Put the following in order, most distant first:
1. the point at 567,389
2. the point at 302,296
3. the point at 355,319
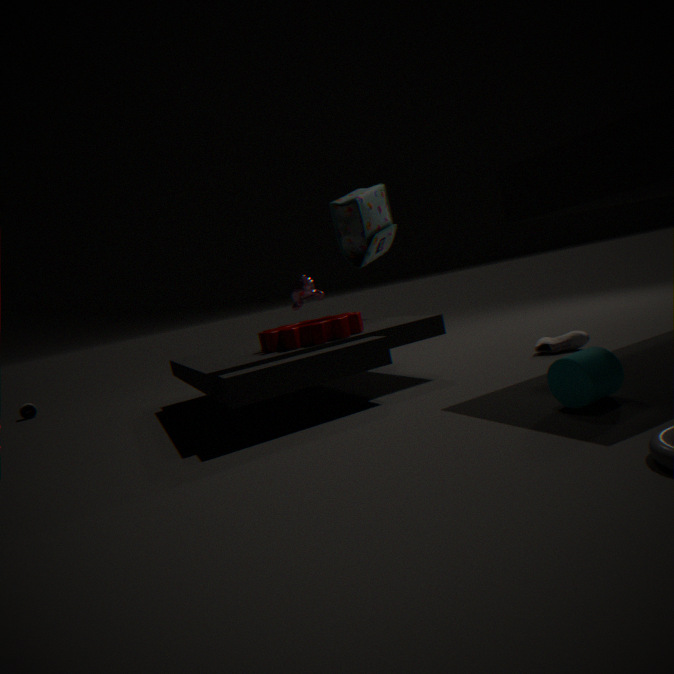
the point at 302,296, the point at 355,319, the point at 567,389
